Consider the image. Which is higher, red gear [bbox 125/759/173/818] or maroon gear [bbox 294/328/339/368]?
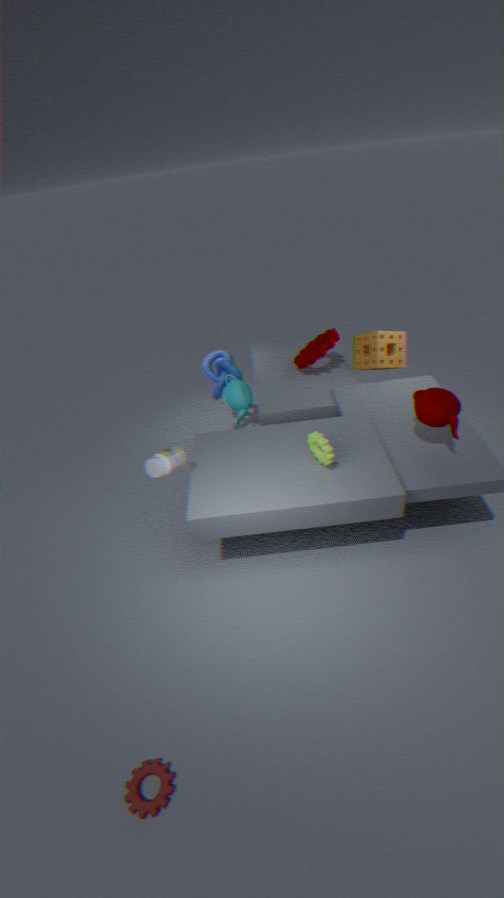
maroon gear [bbox 294/328/339/368]
